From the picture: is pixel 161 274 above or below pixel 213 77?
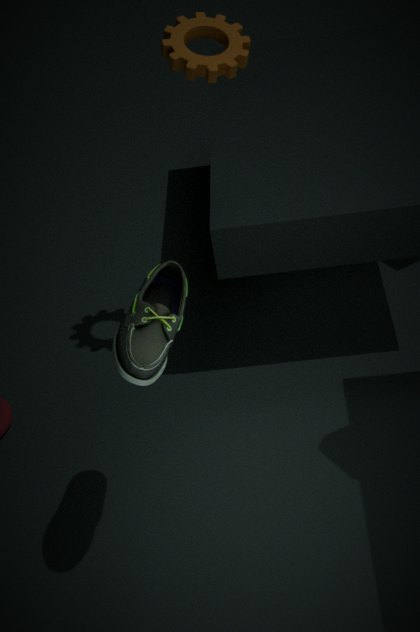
below
